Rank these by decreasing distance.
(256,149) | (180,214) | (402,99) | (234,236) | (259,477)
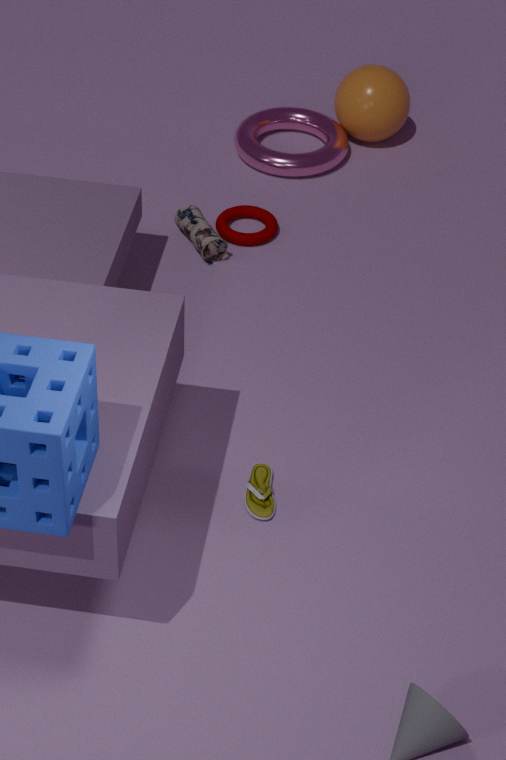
(402,99) < (256,149) < (180,214) < (234,236) < (259,477)
